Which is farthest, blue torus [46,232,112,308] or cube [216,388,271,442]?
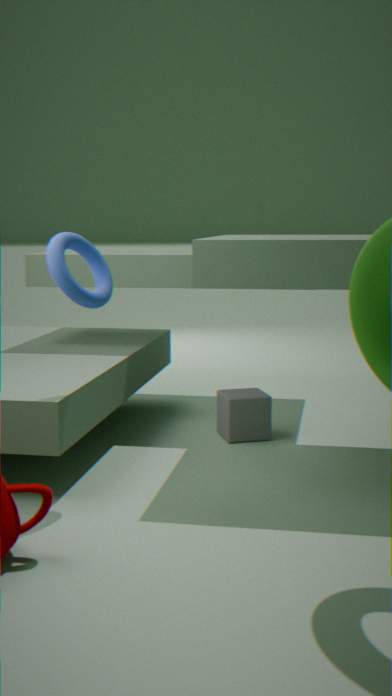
cube [216,388,271,442]
